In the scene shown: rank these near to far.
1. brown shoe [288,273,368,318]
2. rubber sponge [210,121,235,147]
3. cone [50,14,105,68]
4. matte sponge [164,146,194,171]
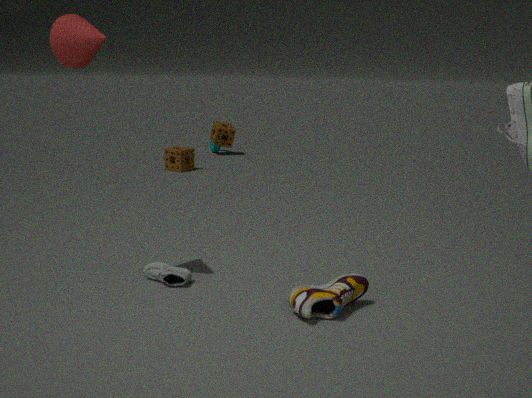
1. brown shoe [288,273,368,318]
2. cone [50,14,105,68]
3. matte sponge [164,146,194,171]
4. rubber sponge [210,121,235,147]
